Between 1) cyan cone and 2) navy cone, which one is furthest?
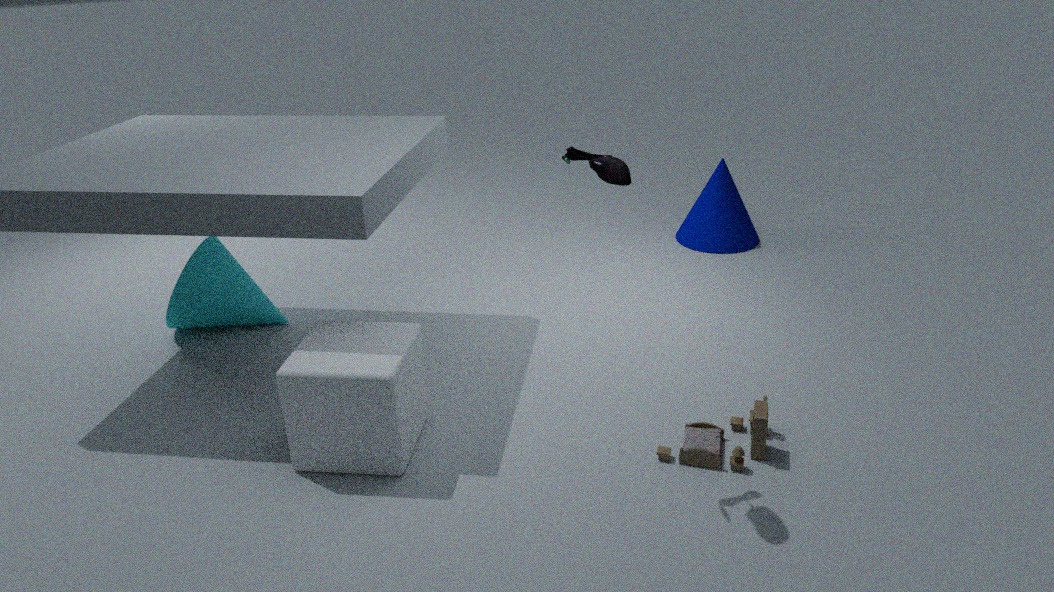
2. navy cone
